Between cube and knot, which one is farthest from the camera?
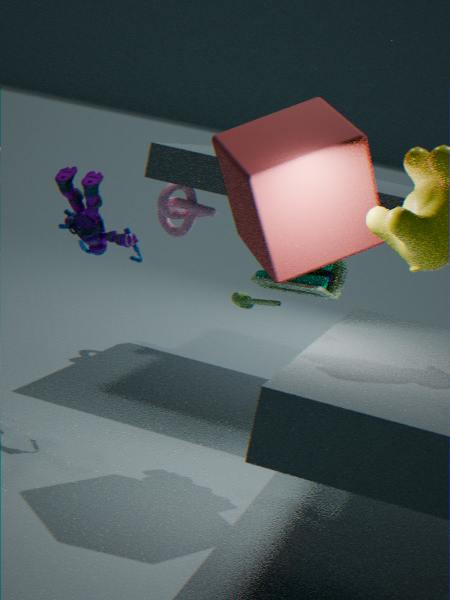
knot
